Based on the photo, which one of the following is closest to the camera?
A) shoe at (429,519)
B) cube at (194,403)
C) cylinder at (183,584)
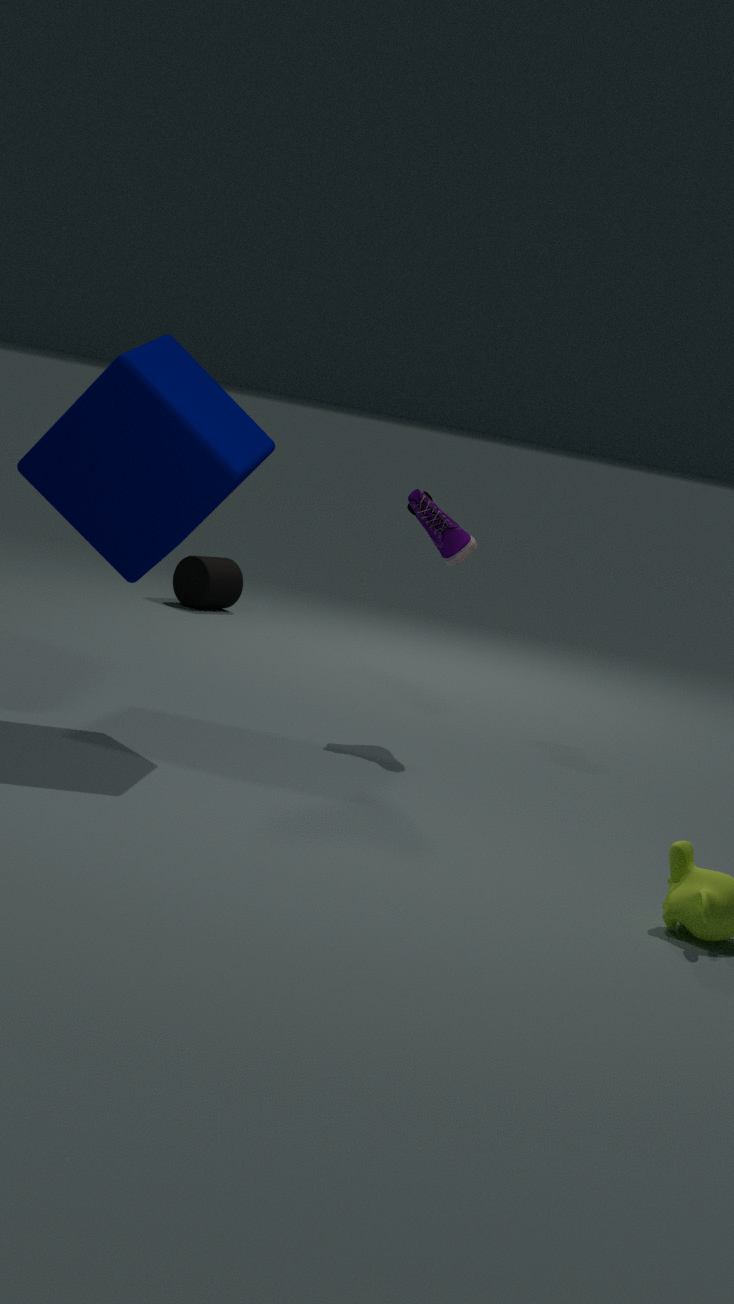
cube at (194,403)
